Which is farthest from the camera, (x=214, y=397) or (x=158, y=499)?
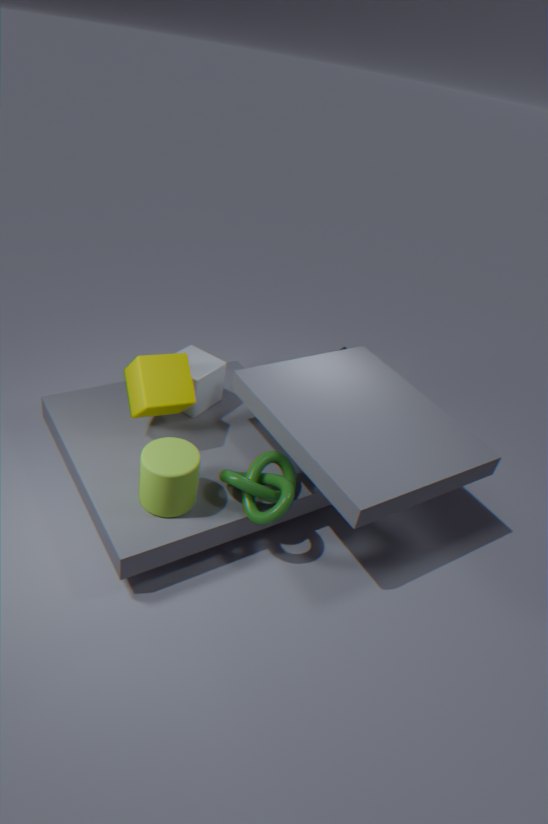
(x=214, y=397)
